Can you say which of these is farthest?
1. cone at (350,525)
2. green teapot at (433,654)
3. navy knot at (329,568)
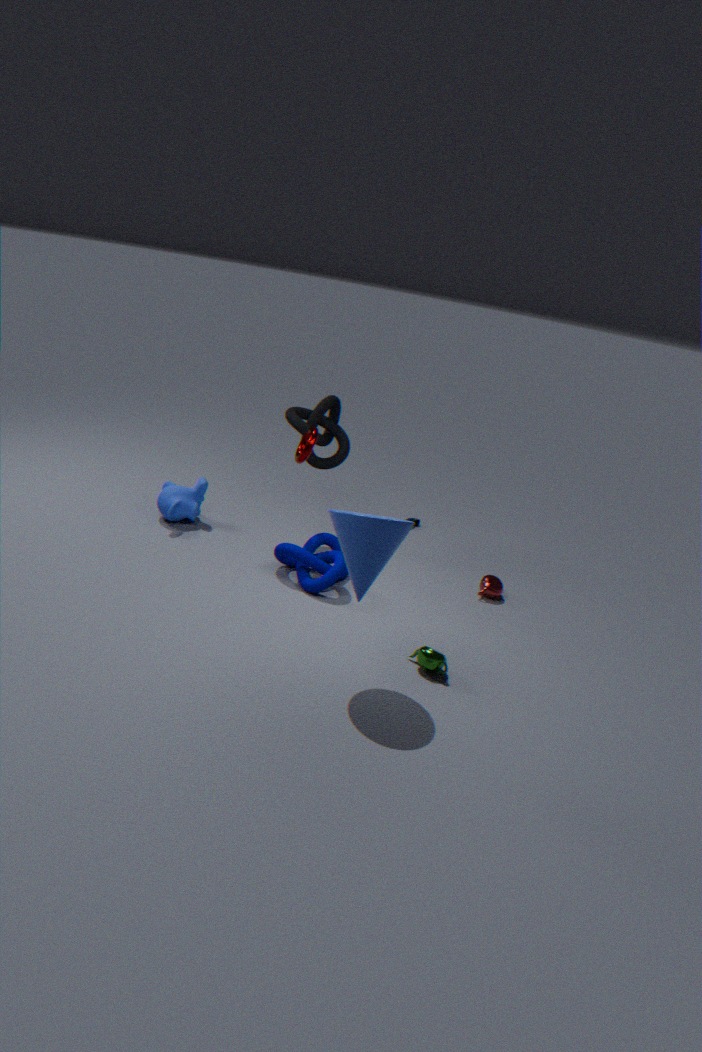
navy knot at (329,568)
